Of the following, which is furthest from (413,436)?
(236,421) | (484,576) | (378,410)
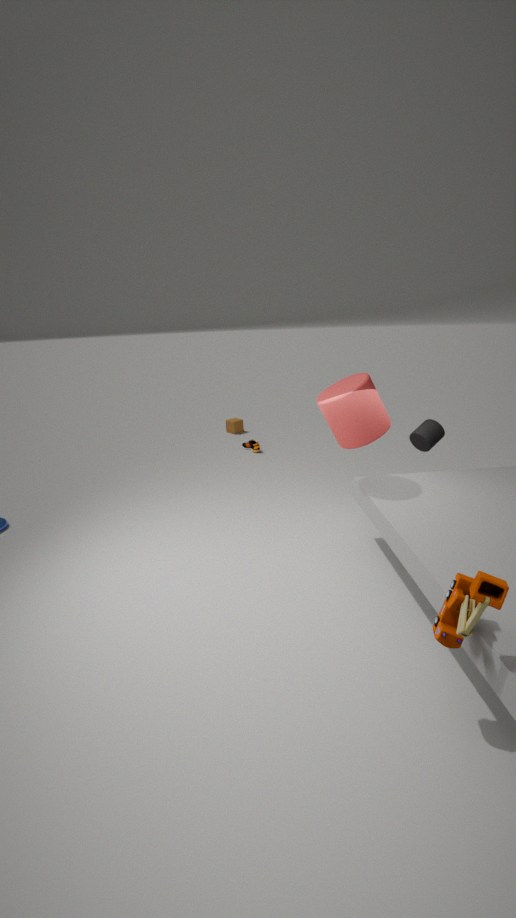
(236,421)
